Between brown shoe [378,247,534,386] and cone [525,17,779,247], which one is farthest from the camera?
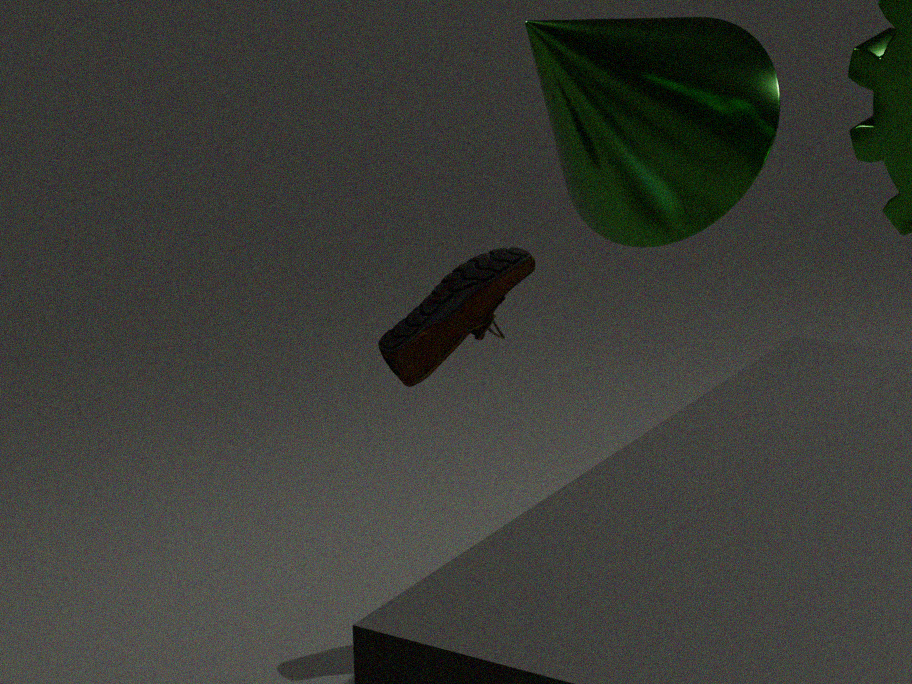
brown shoe [378,247,534,386]
